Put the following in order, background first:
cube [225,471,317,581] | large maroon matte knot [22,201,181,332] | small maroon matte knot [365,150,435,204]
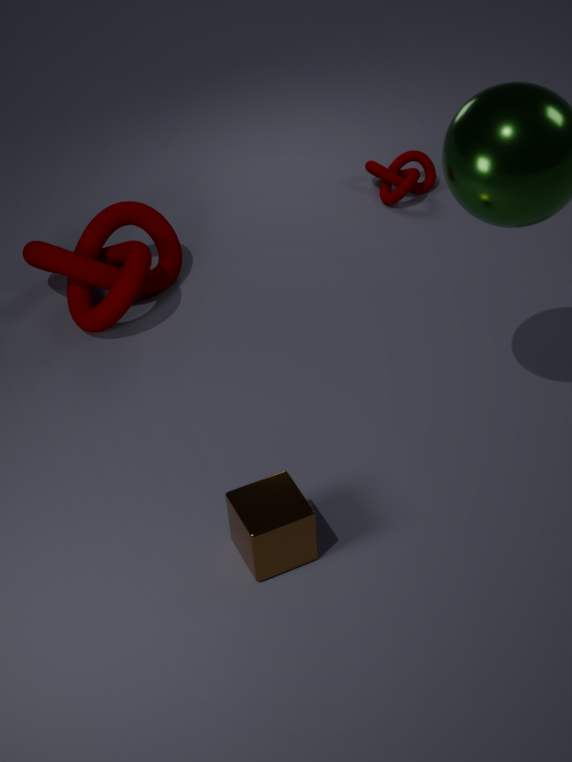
small maroon matte knot [365,150,435,204]
large maroon matte knot [22,201,181,332]
cube [225,471,317,581]
